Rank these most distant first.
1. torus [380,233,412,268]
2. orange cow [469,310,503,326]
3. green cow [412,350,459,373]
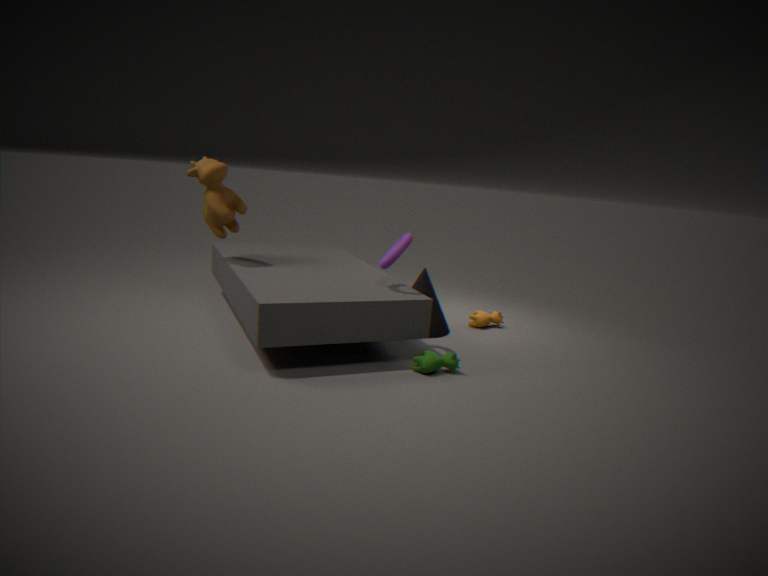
orange cow [469,310,503,326] → torus [380,233,412,268] → green cow [412,350,459,373]
